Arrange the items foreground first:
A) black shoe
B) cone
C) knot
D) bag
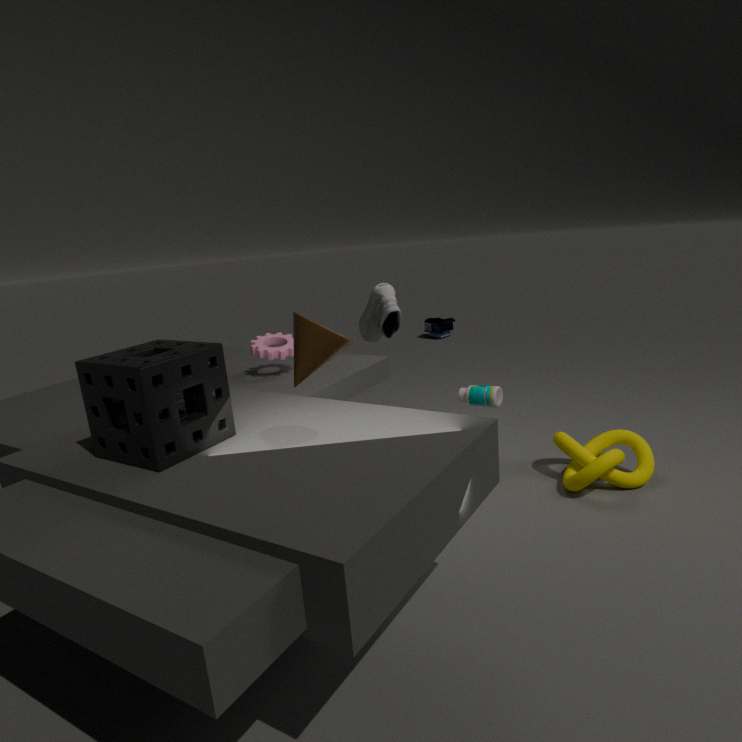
cone, knot, black shoe, bag
